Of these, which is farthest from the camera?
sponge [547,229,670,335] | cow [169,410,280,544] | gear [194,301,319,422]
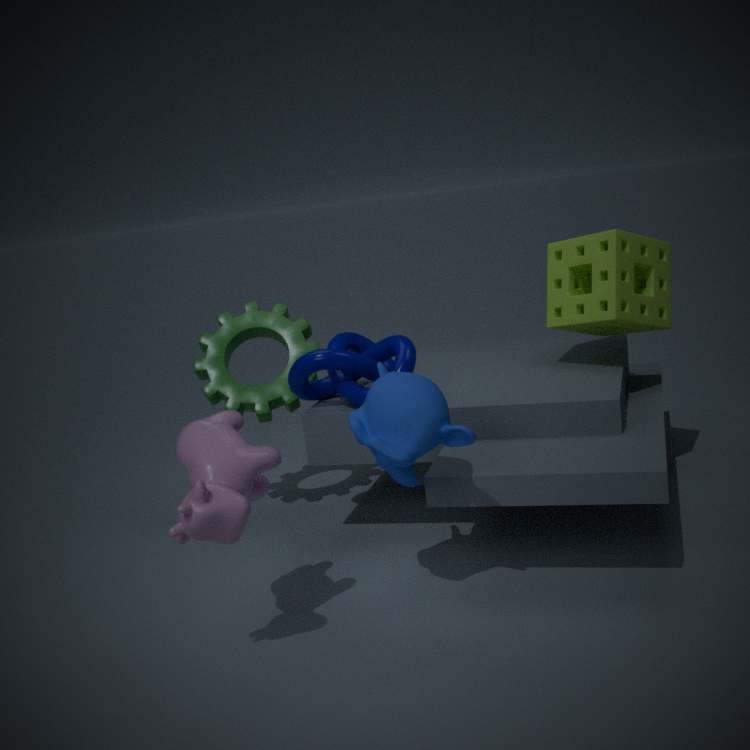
gear [194,301,319,422]
